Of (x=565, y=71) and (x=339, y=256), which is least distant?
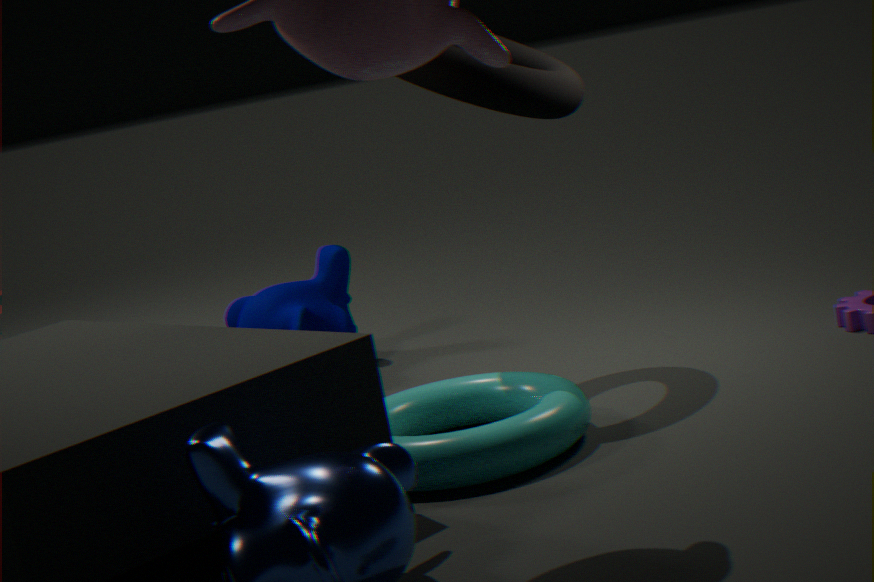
(x=565, y=71)
